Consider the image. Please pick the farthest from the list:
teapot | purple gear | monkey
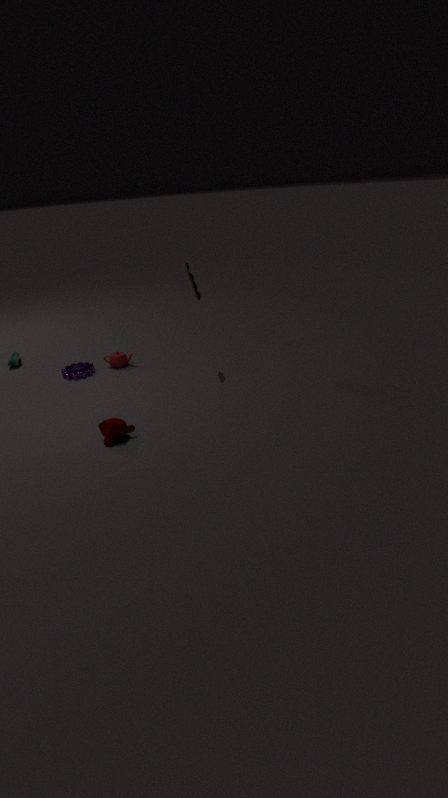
teapot
